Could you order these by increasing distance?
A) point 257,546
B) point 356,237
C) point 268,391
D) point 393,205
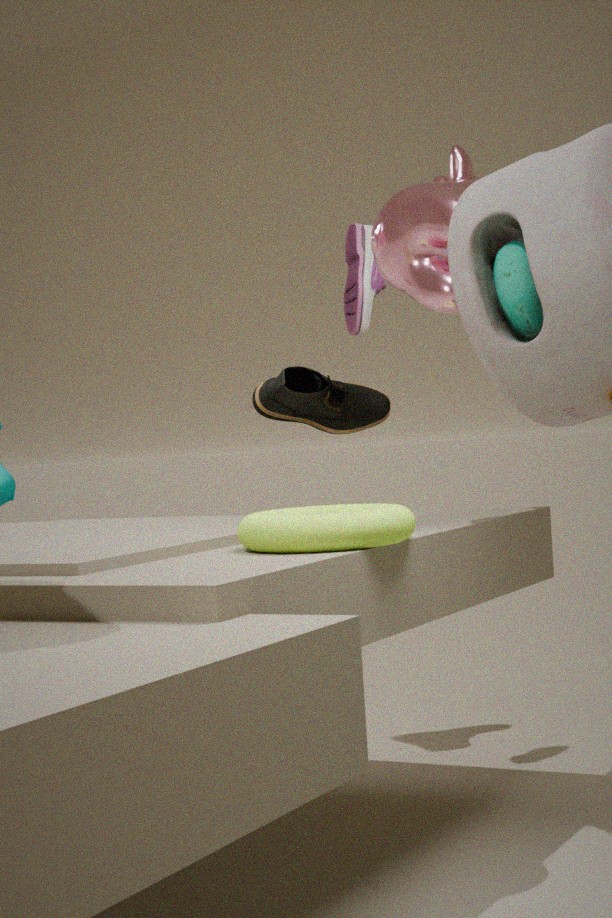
point 257,546 < point 393,205 < point 356,237 < point 268,391
